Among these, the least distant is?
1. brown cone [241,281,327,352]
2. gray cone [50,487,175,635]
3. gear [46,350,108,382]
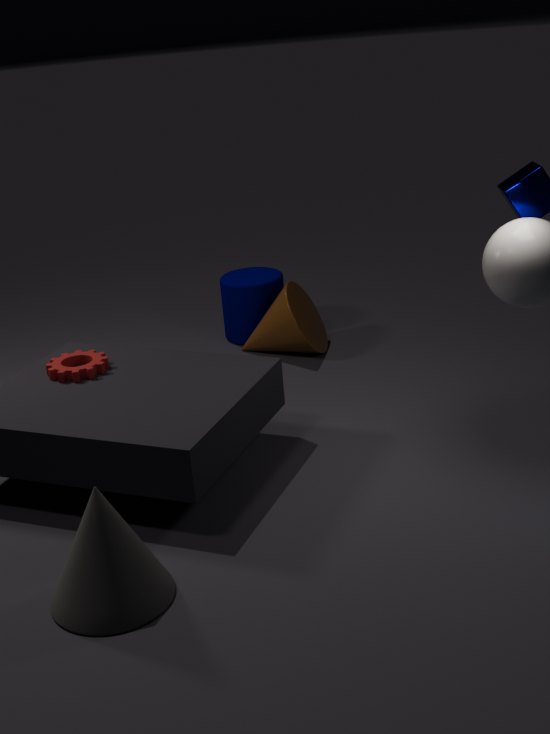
gray cone [50,487,175,635]
